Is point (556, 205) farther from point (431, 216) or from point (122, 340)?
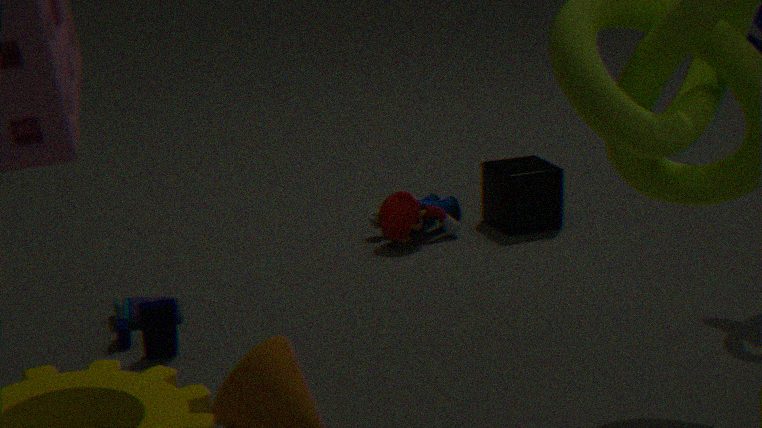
point (122, 340)
